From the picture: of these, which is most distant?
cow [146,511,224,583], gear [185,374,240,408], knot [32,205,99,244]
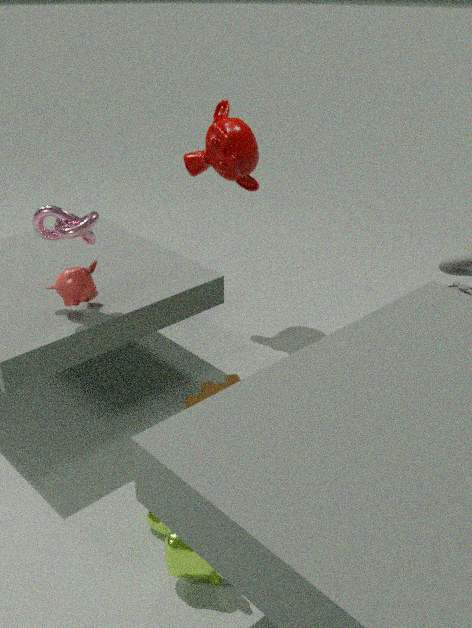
gear [185,374,240,408]
